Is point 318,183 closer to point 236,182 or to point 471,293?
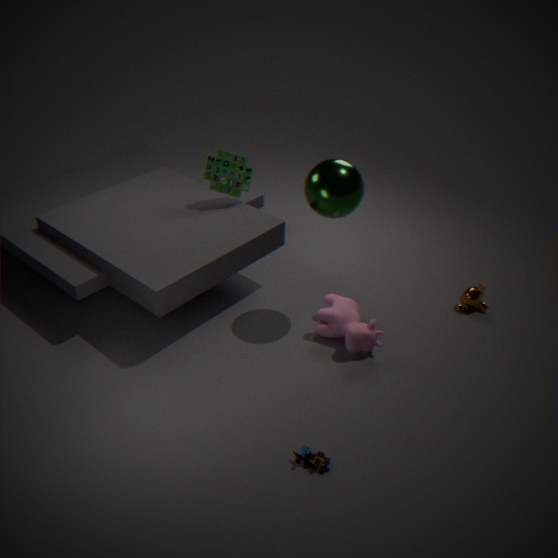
point 236,182
